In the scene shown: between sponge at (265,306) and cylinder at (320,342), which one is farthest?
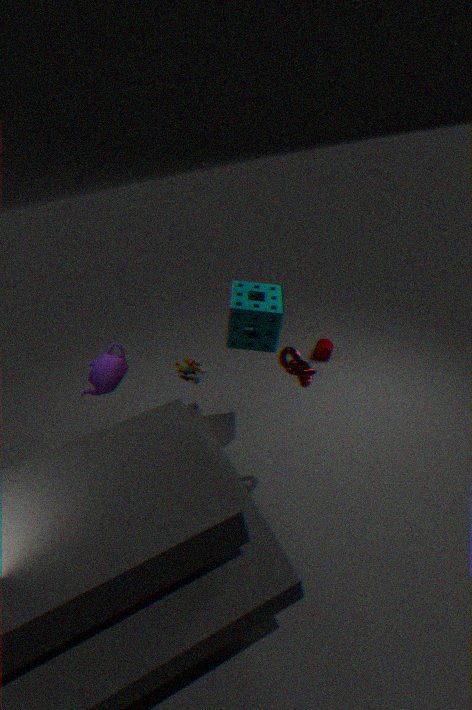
cylinder at (320,342)
